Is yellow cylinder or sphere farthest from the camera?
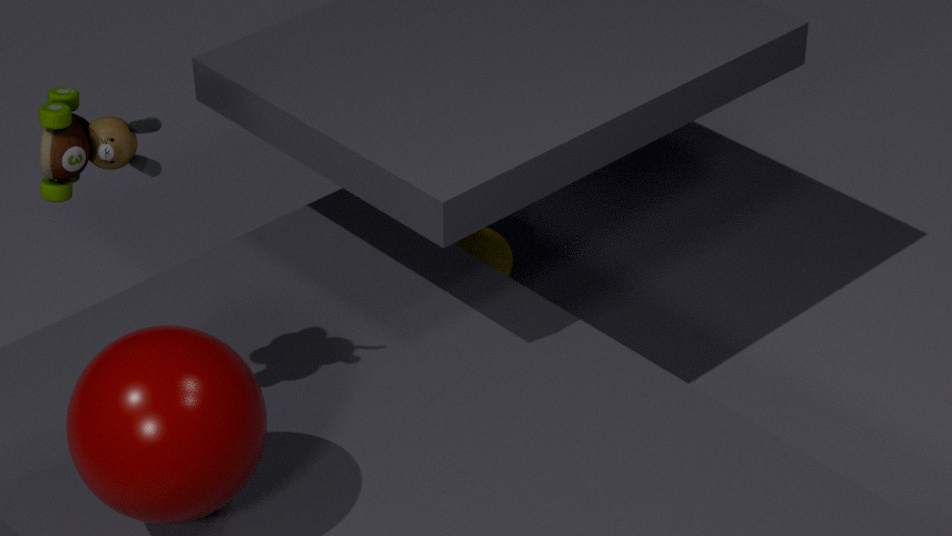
yellow cylinder
